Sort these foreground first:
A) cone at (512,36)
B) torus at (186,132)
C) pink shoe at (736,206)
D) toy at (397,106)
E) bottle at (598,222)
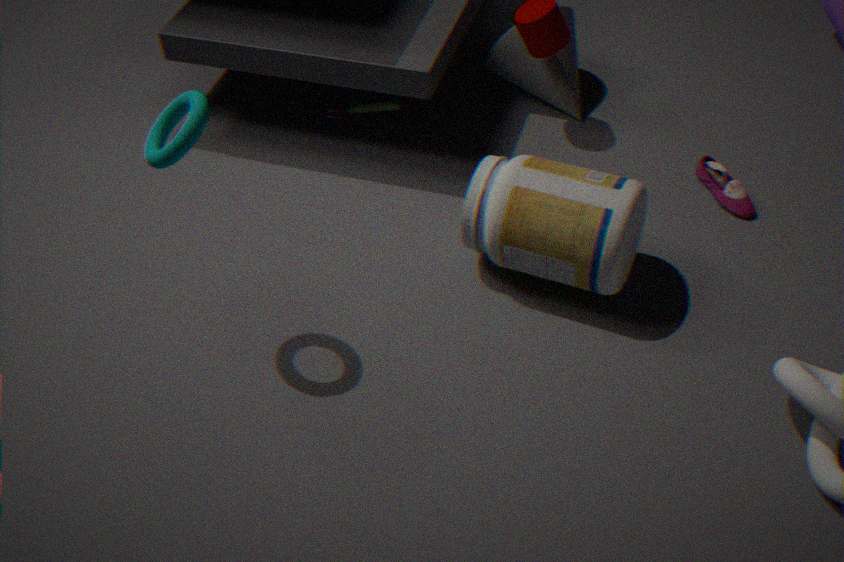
torus at (186,132)
bottle at (598,222)
pink shoe at (736,206)
cone at (512,36)
toy at (397,106)
